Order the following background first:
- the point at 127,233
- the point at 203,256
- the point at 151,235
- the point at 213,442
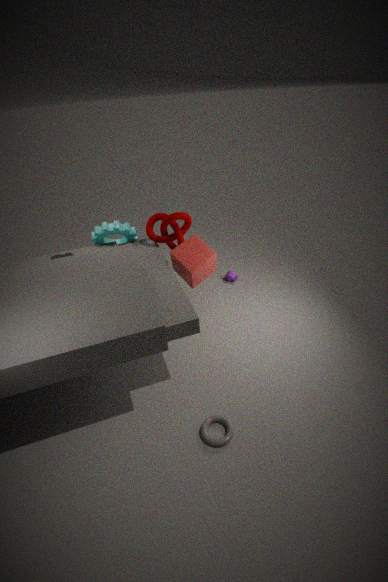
1. the point at 127,233
2. the point at 151,235
3. the point at 203,256
4. the point at 213,442
